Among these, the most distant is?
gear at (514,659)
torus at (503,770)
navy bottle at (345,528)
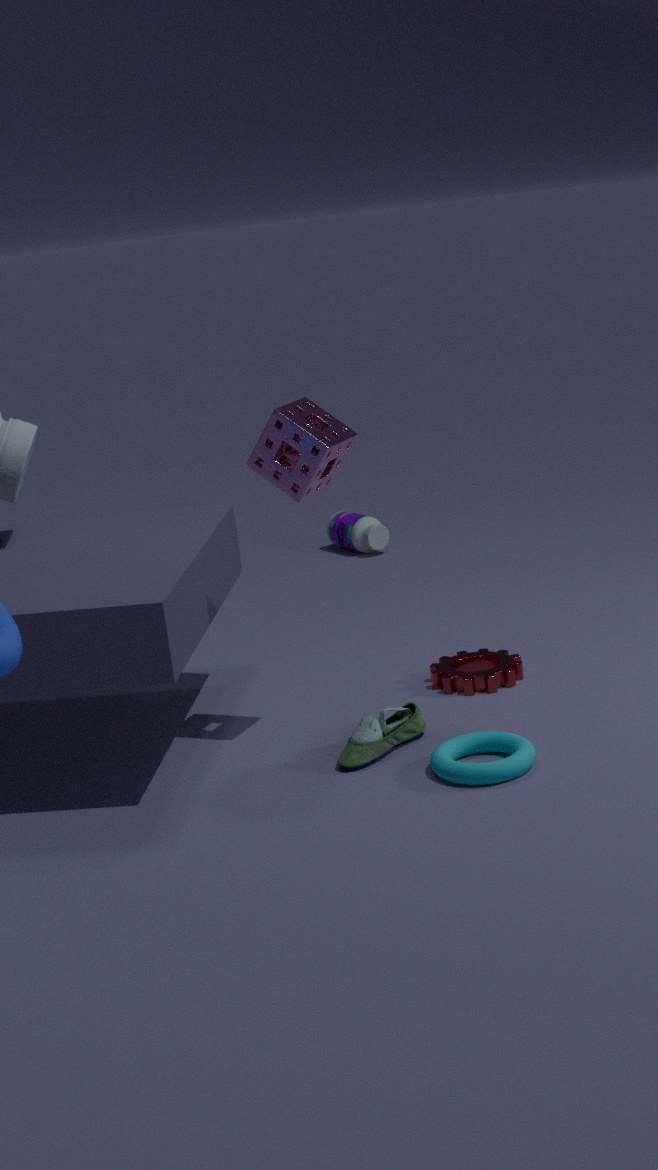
navy bottle at (345,528)
